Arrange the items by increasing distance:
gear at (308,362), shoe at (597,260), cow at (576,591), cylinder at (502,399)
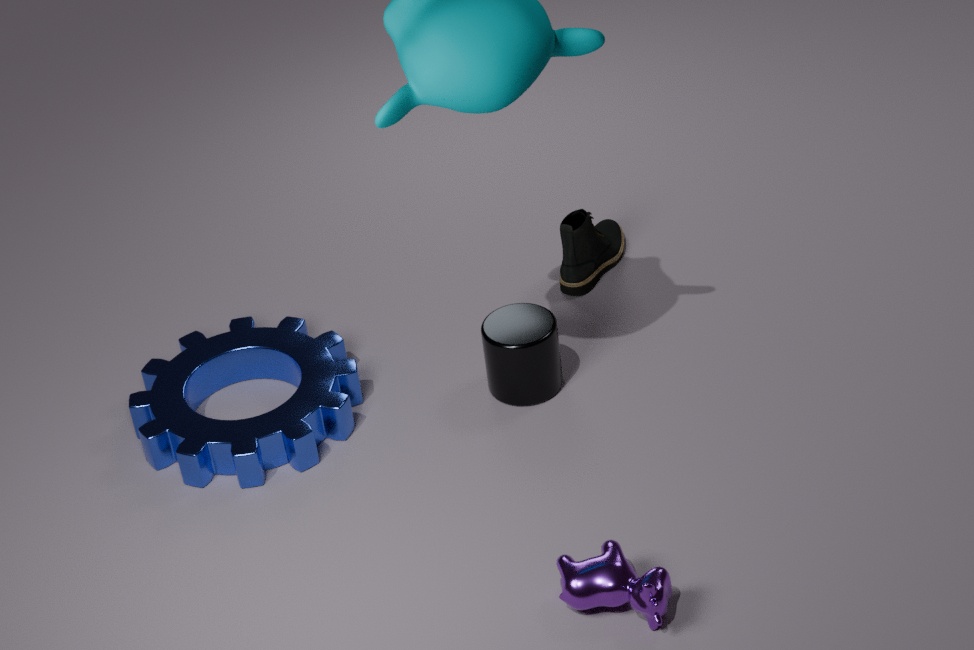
cow at (576,591), gear at (308,362), cylinder at (502,399), shoe at (597,260)
